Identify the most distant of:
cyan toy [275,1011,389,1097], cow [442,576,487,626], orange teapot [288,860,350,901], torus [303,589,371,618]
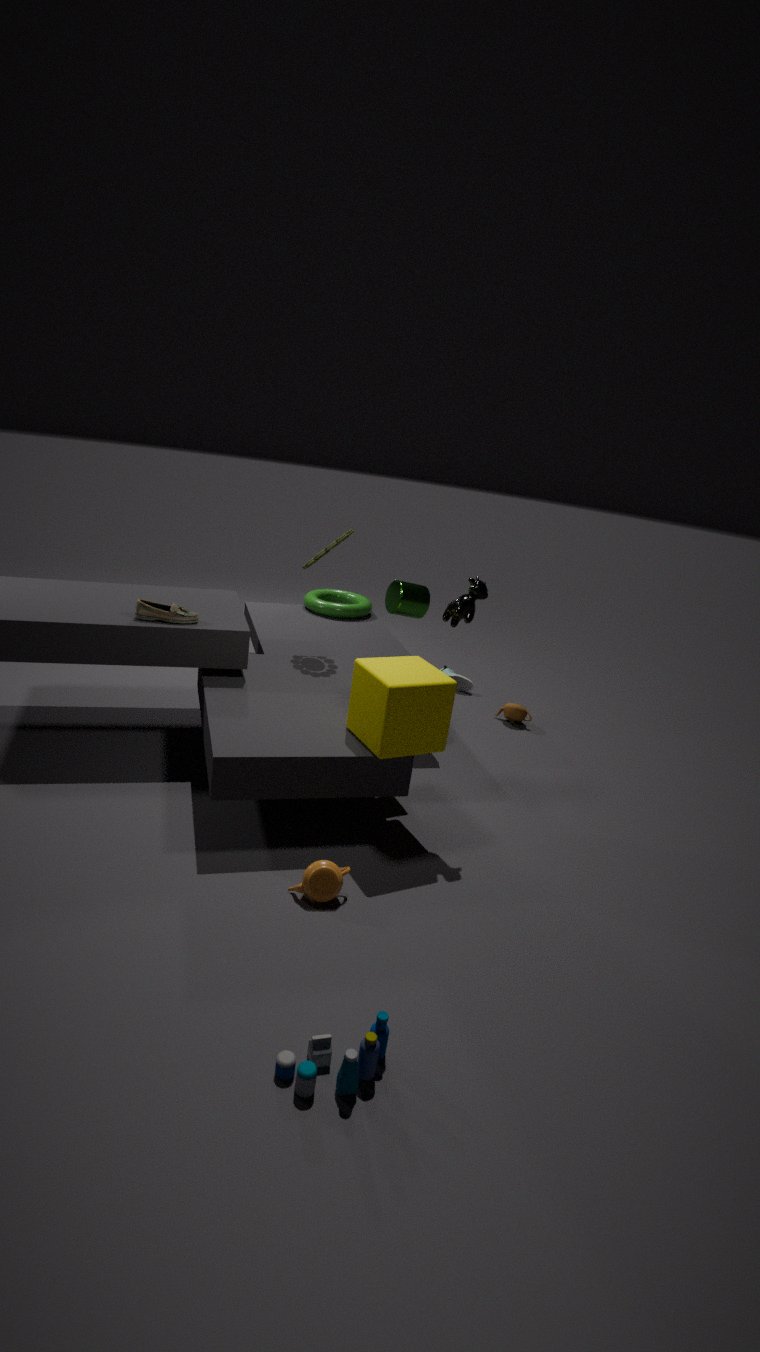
torus [303,589,371,618]
